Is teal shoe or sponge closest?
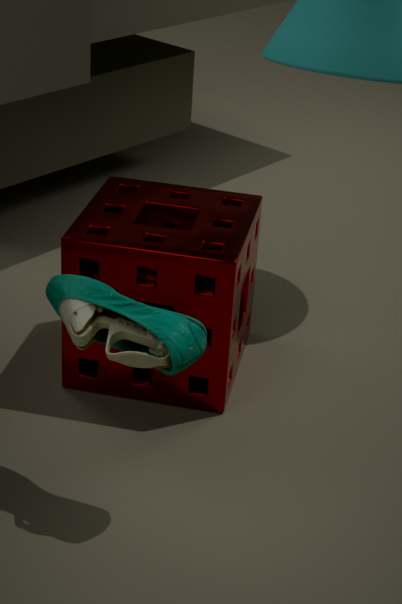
teal shoe
